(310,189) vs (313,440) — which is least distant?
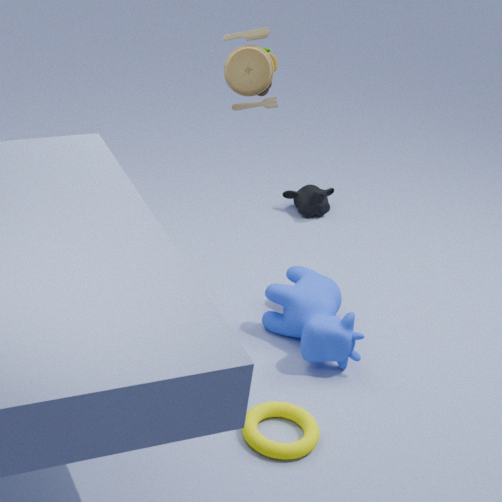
(313,440)
